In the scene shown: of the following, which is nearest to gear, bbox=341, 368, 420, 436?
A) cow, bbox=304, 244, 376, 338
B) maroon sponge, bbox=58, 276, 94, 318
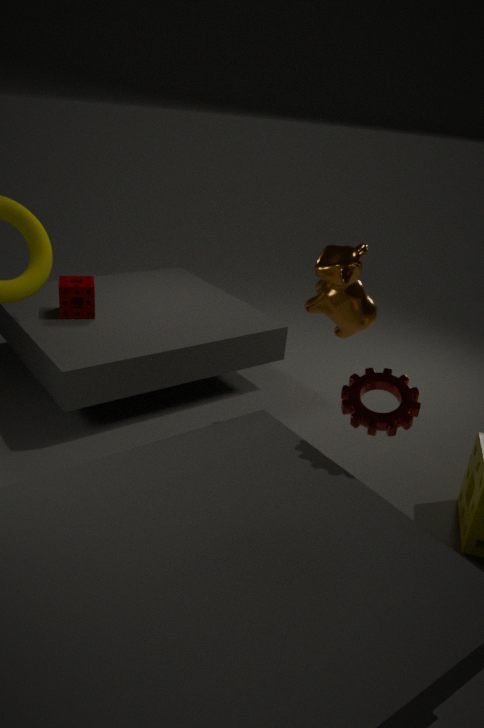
cow, bbox=304, 244, 376, 338
